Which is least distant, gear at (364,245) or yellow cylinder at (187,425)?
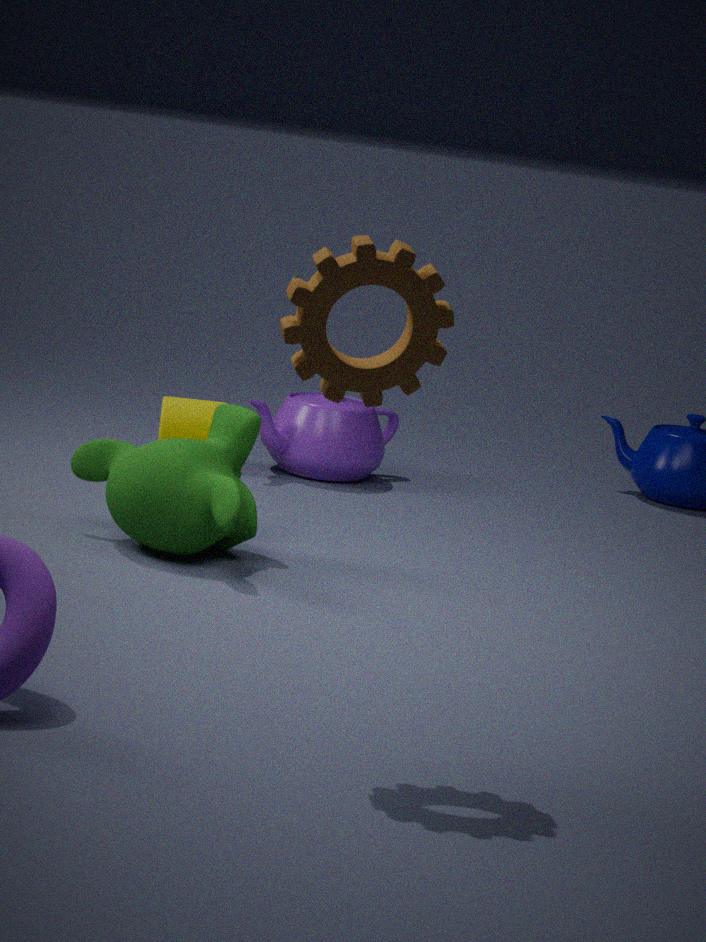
gear at (364,245)
